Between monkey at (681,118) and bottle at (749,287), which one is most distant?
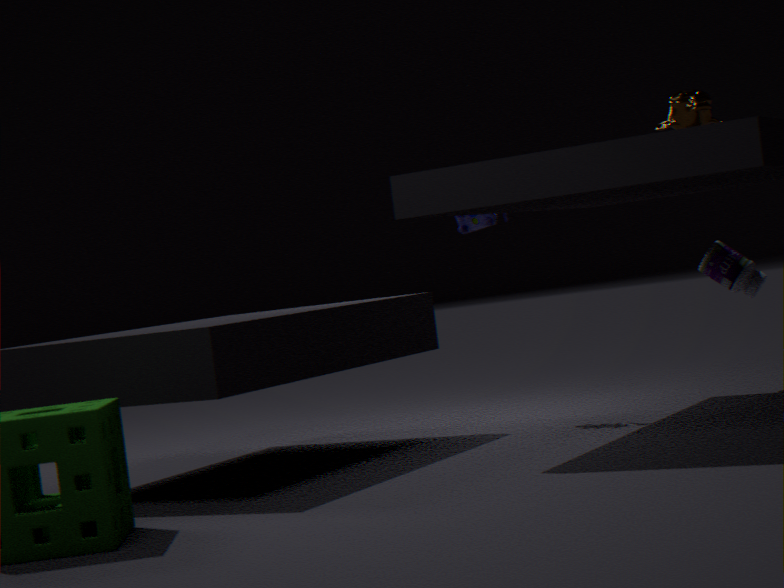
bottle at (749,287)
